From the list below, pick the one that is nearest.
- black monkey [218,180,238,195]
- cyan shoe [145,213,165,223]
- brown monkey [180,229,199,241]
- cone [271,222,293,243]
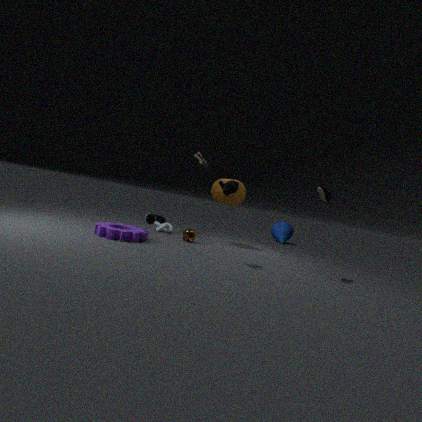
black monkey [218,180,238,195]
